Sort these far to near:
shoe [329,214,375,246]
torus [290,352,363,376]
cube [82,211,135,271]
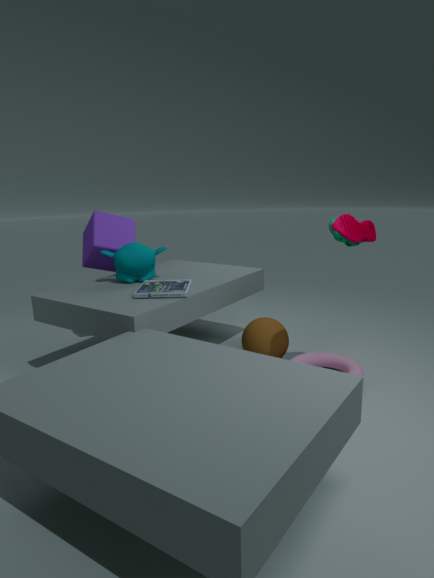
cube [82,211,135,271], torus [290,352,363,376], shoe [329,214,375,246]
